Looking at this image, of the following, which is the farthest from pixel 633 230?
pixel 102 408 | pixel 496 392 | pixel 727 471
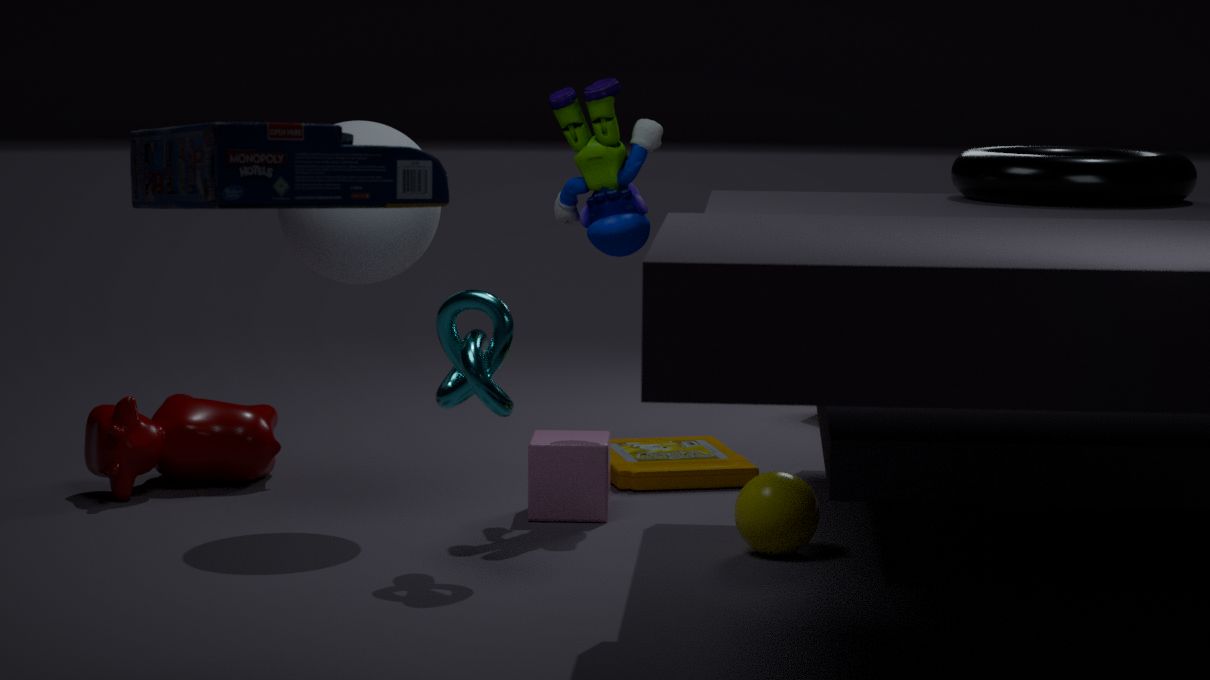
pixel 102 408
